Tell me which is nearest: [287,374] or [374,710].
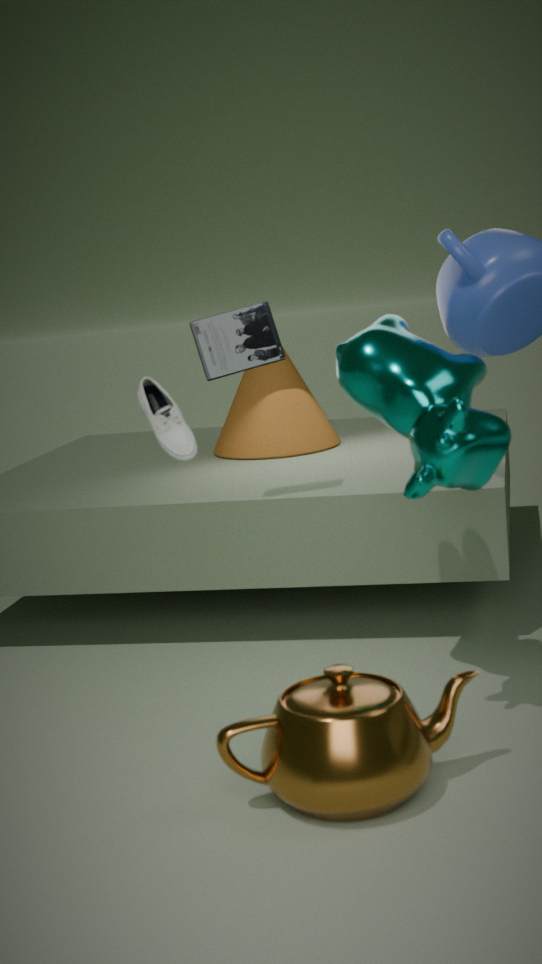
[374,710]
